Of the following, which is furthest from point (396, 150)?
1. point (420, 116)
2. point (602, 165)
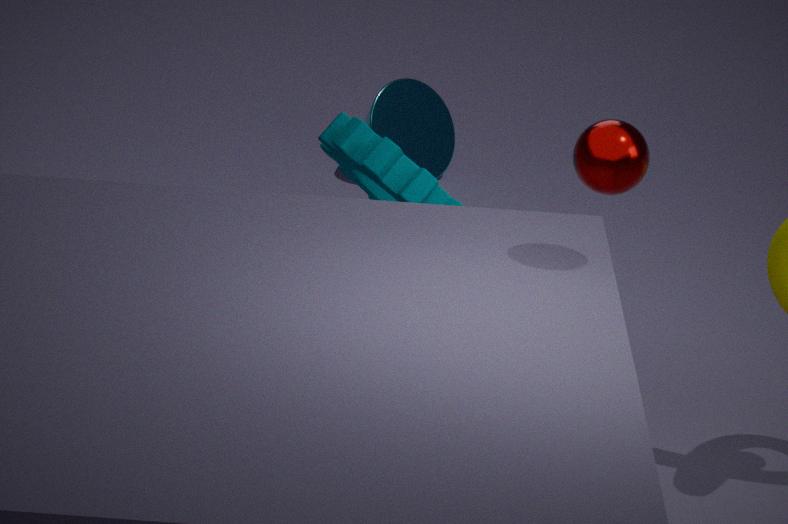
point (420, 116)
